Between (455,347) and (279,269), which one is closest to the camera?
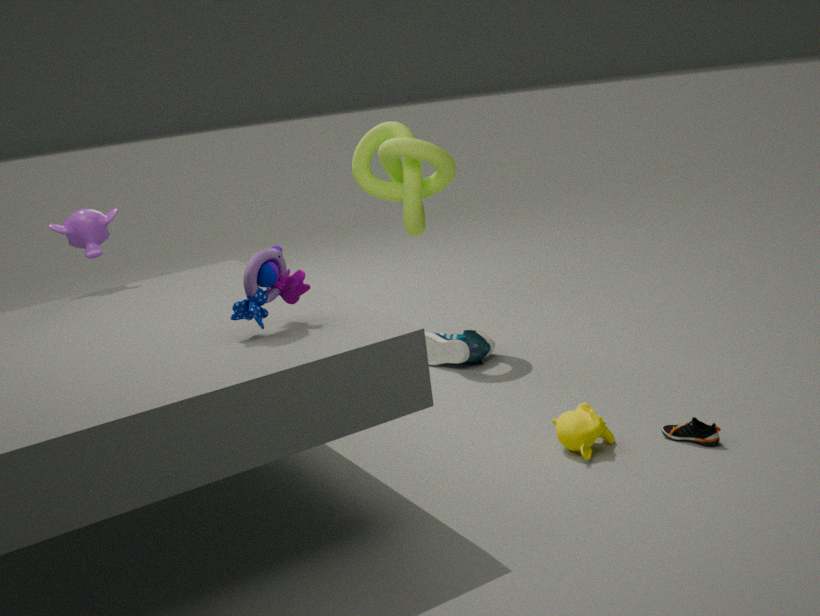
(279,269)
